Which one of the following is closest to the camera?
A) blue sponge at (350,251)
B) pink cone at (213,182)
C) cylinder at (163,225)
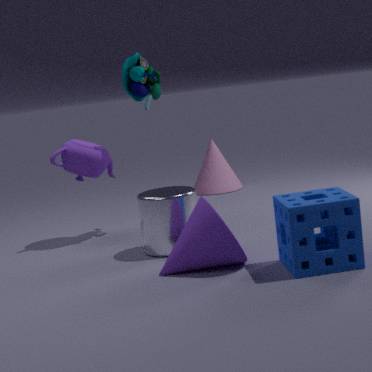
blue sponge at (350,251)
